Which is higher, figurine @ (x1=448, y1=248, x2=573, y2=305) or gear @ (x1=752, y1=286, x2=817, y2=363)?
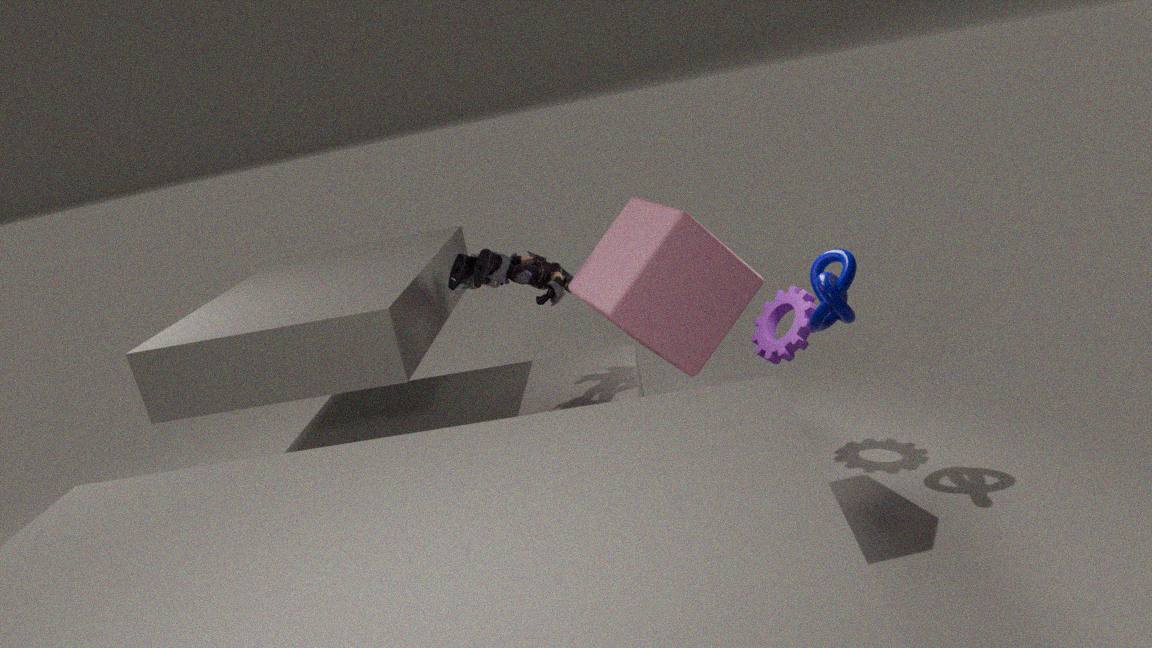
figurine @ (x1=448, y1=248, x2=573, y2=305)
